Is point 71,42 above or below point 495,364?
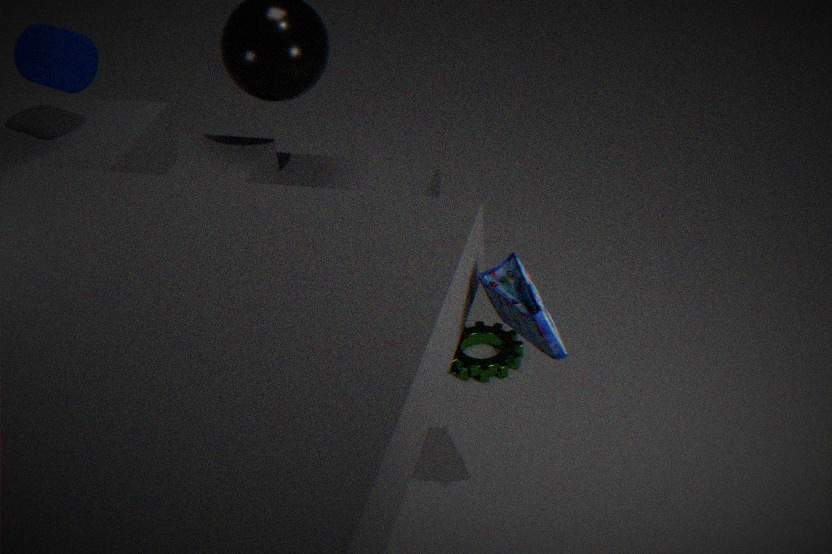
above
